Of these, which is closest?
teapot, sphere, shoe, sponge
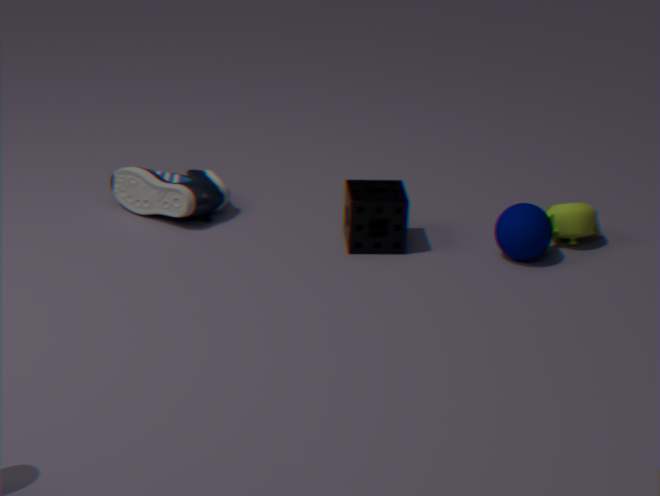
sphere
